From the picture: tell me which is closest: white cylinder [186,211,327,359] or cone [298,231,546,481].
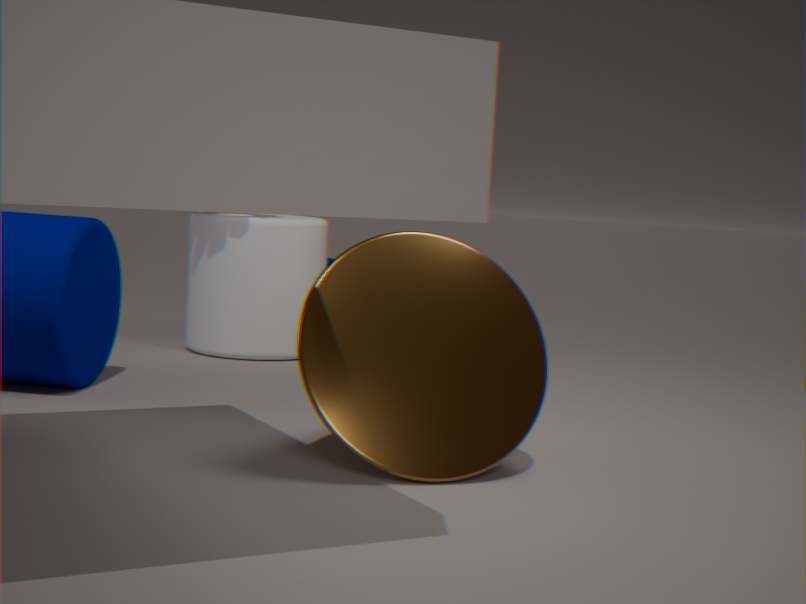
cone [298,231,546,481]
